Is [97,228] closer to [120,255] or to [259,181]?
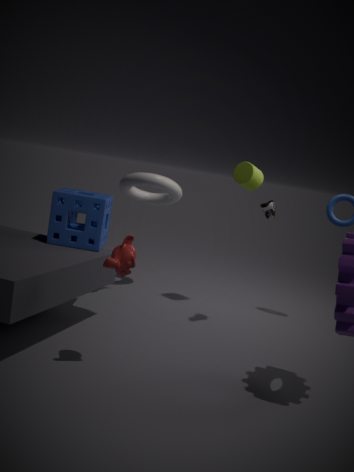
[120,255]
